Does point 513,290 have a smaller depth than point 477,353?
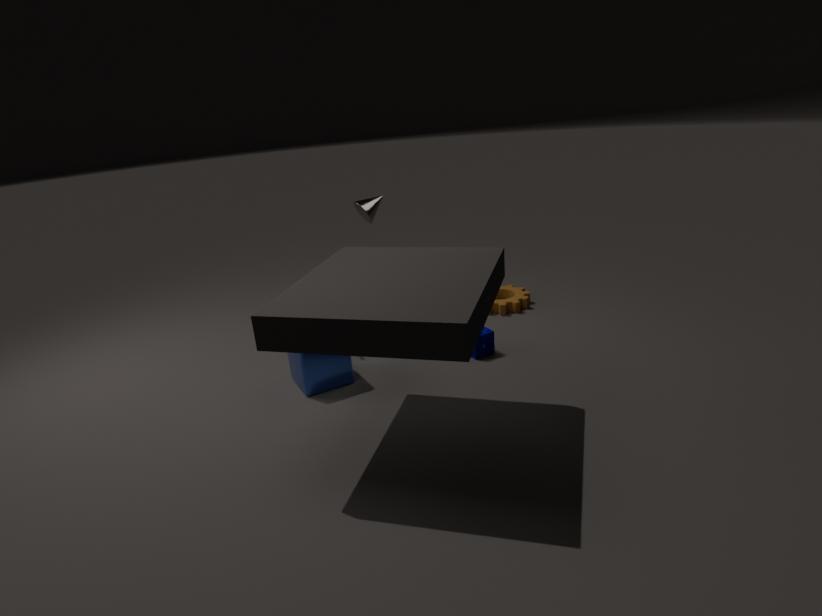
No
